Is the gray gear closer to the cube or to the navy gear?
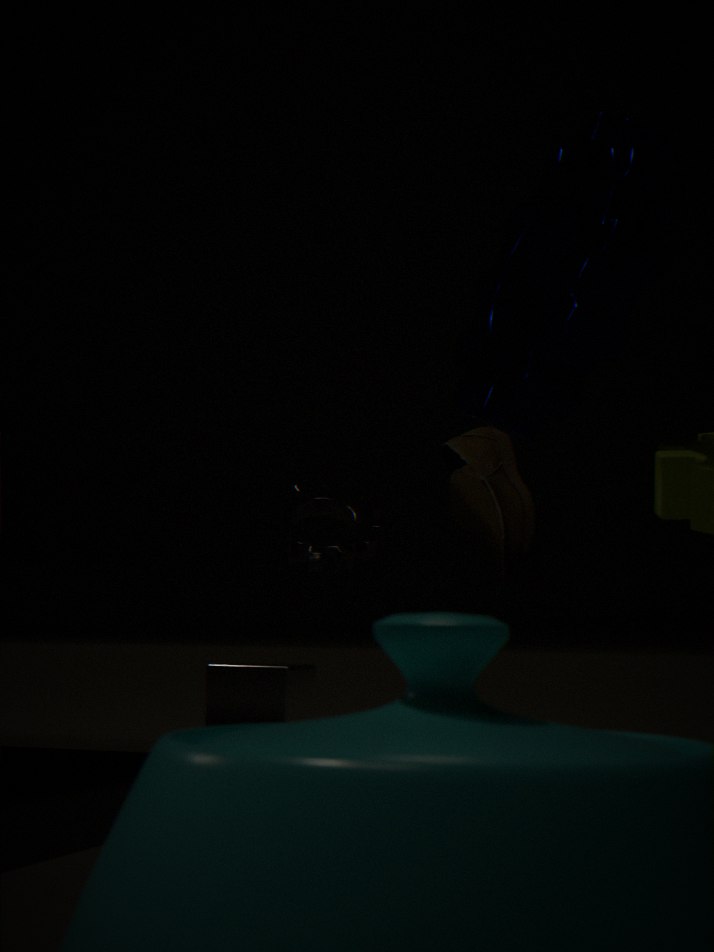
the cube
